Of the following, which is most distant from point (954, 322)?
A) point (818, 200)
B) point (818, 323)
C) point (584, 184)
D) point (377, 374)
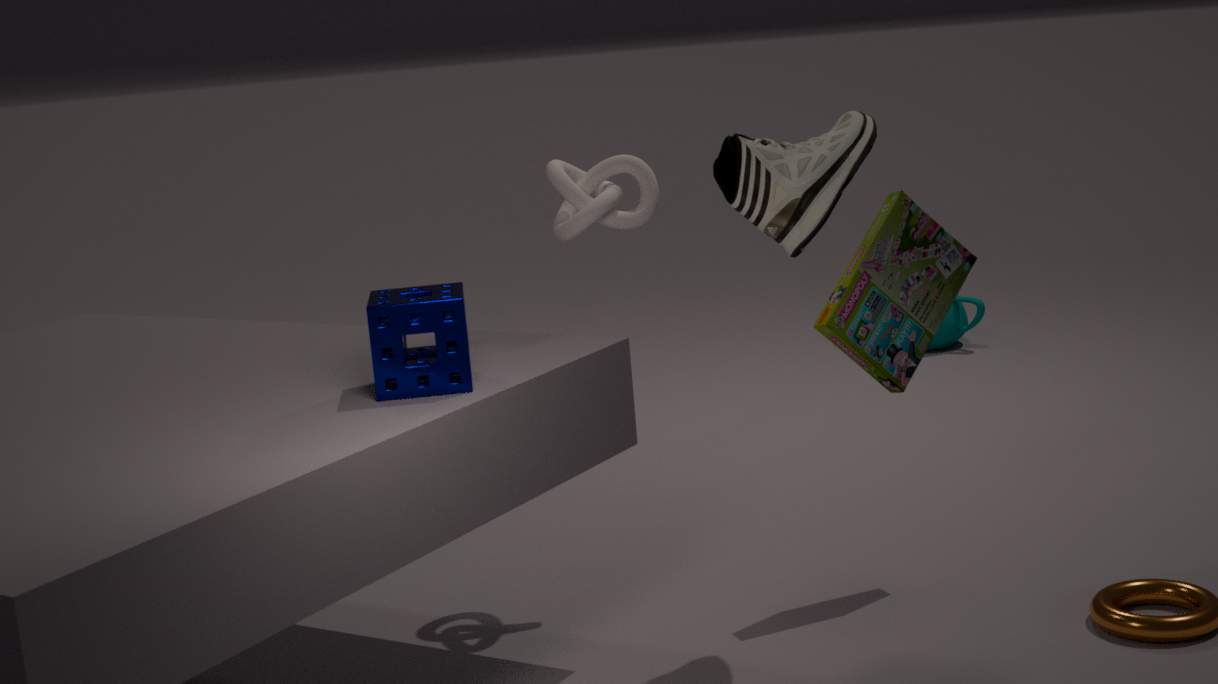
point (377, 374)
